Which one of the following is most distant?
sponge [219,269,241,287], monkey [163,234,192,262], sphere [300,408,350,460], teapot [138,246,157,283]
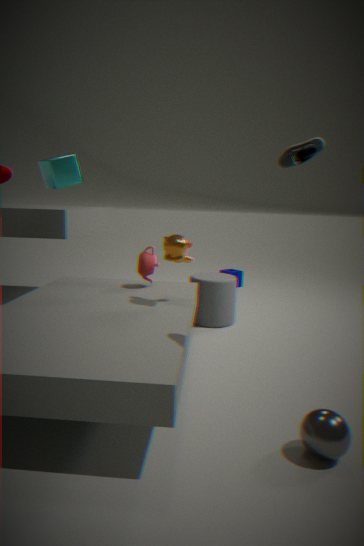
sponge [219,269,241,287]
